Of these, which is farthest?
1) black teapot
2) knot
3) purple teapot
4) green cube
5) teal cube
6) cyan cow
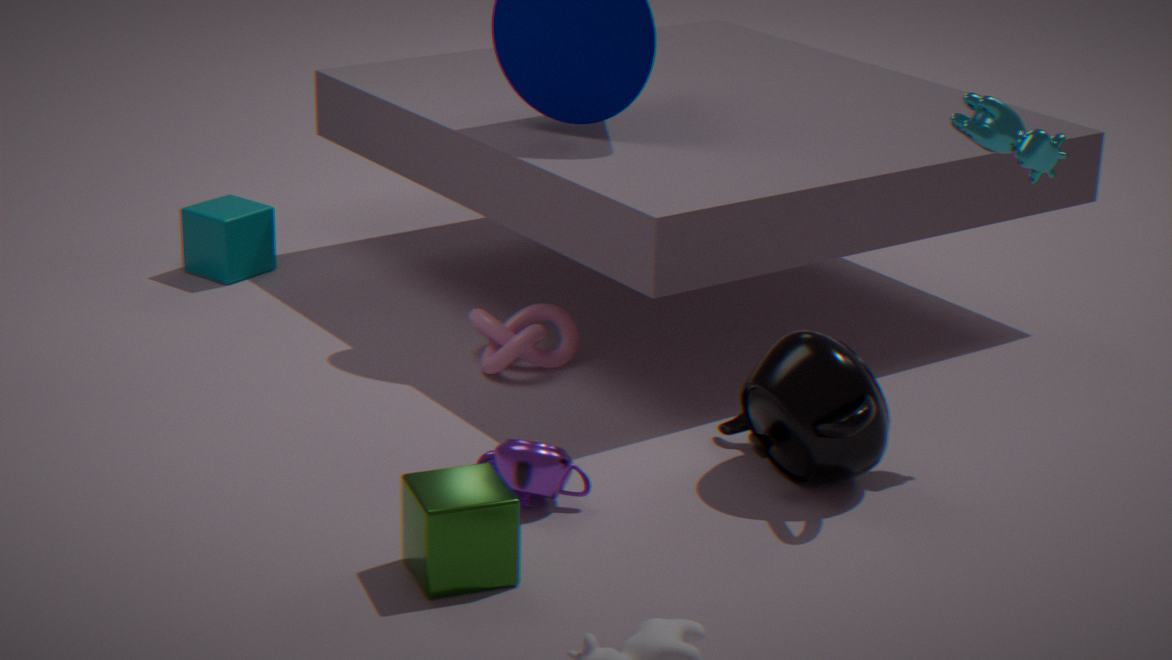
Answer: 5. teal cube
